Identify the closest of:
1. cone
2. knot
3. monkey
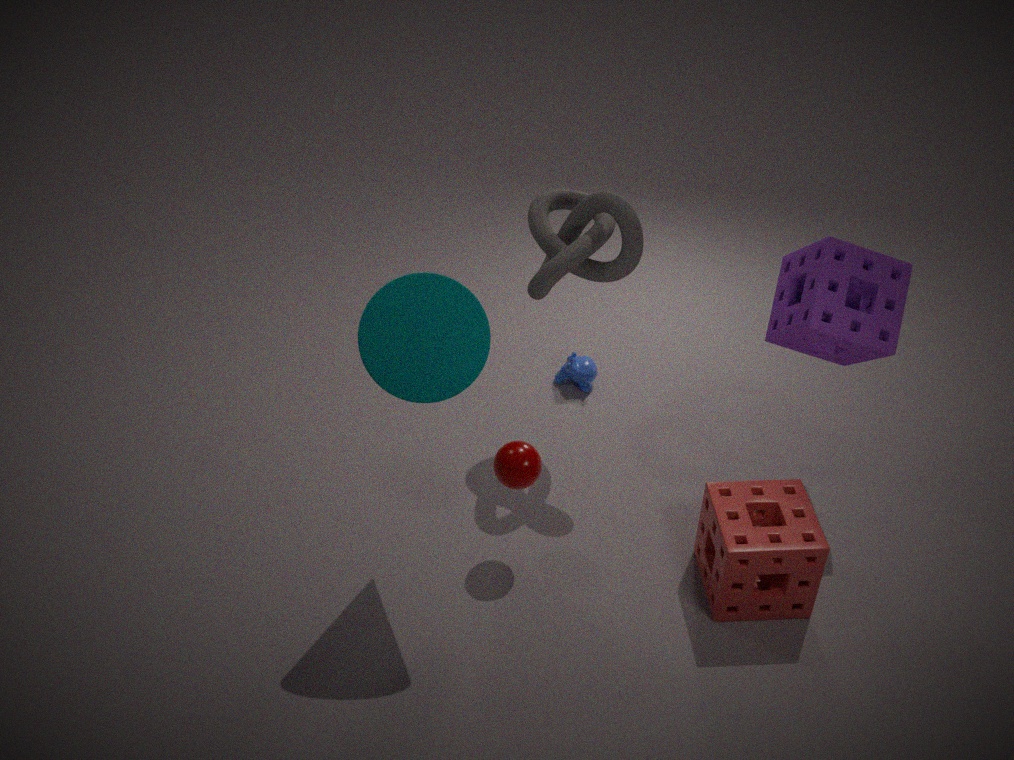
cone
